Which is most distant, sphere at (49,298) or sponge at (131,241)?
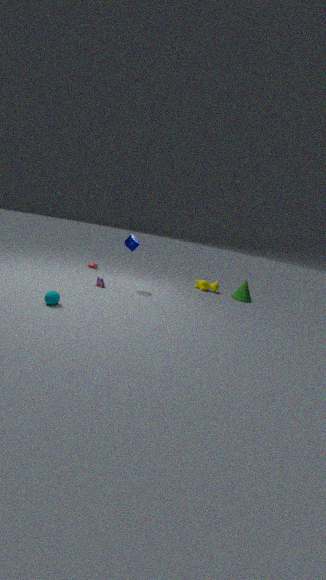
sponge at (131,241)
